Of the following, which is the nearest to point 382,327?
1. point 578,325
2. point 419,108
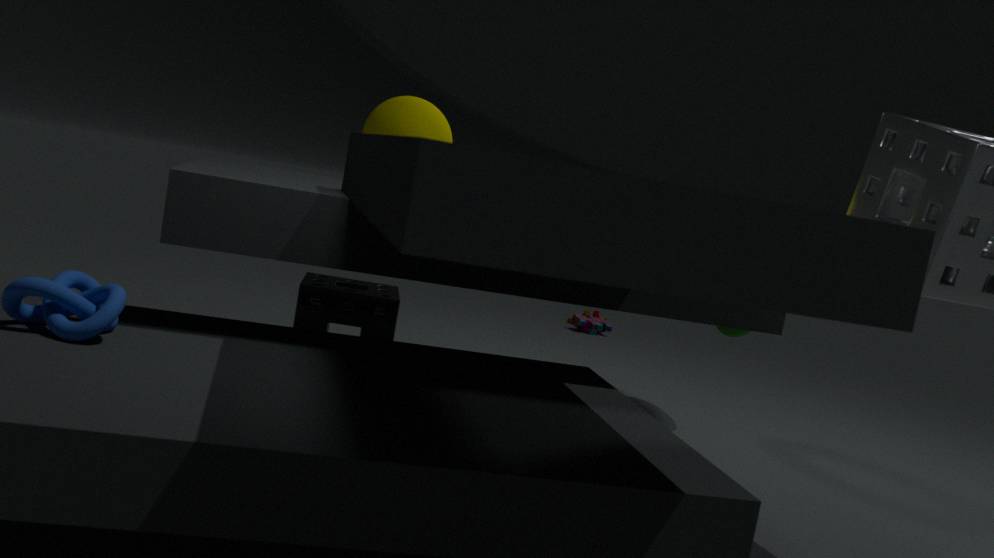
point 419,108
